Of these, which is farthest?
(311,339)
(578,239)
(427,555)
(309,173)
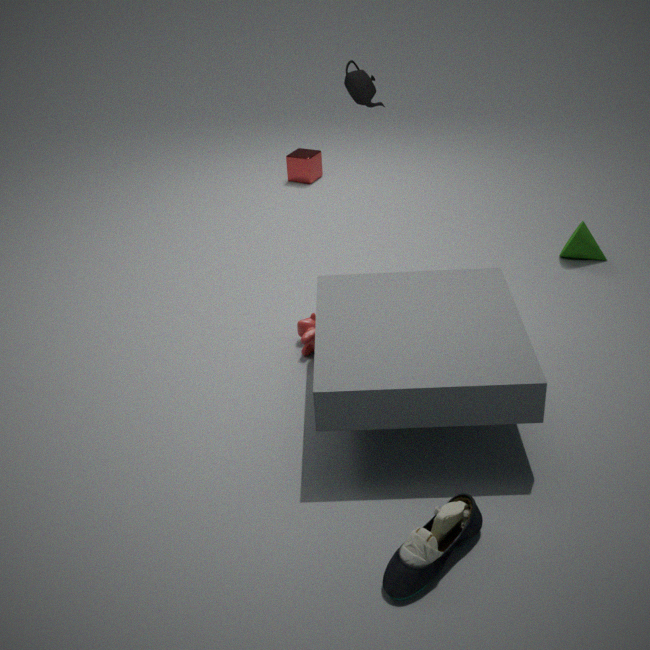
(309,173)
